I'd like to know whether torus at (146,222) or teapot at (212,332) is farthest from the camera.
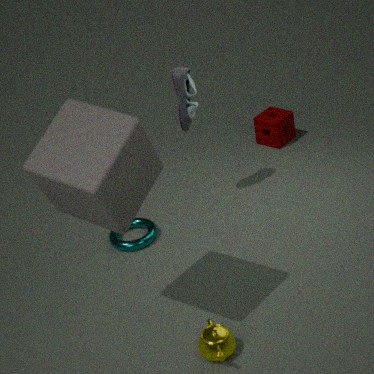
torus at (146,222)
